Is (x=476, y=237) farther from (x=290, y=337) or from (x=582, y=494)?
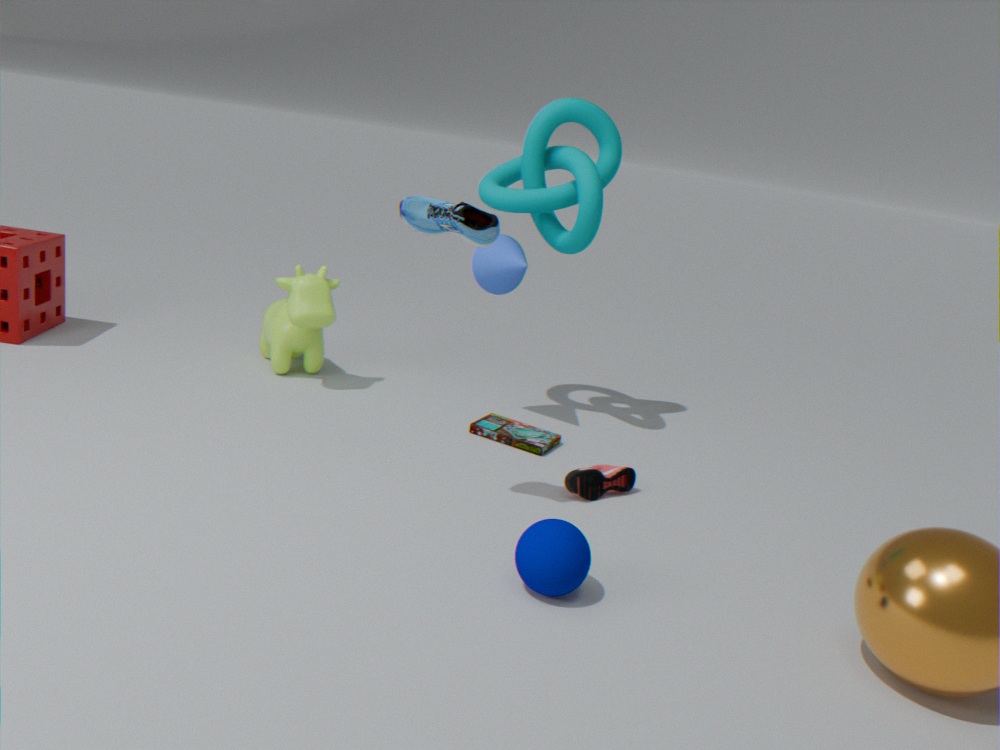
(x=290, y=337)
